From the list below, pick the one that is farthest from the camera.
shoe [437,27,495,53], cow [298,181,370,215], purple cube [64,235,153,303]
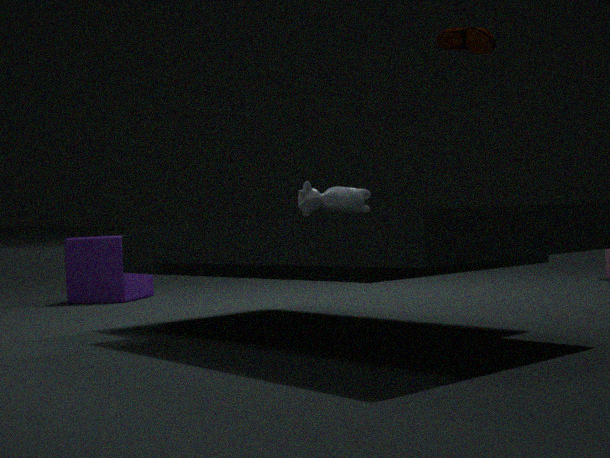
purple cube [64,235,153,303]
